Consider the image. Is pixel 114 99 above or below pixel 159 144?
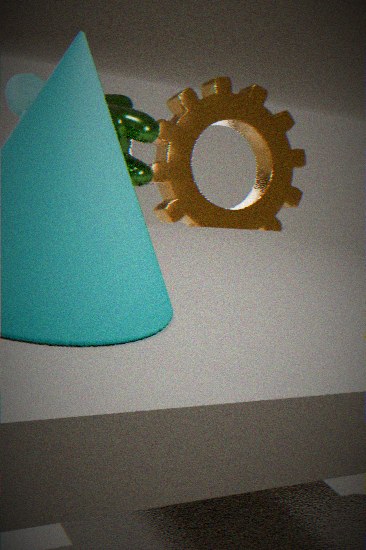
above
